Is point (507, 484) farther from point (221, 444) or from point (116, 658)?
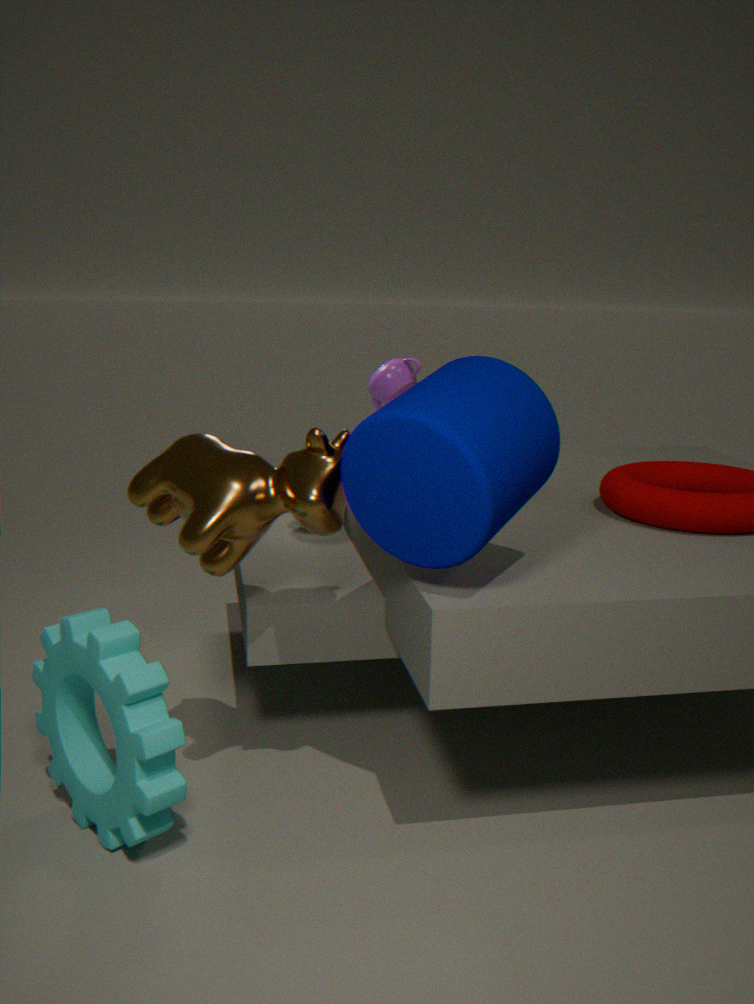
point (116, 658)
